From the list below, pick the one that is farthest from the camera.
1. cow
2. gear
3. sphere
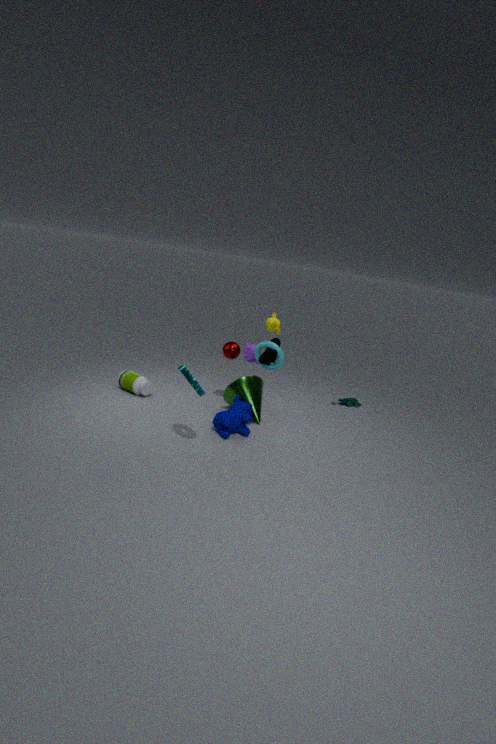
sphere
